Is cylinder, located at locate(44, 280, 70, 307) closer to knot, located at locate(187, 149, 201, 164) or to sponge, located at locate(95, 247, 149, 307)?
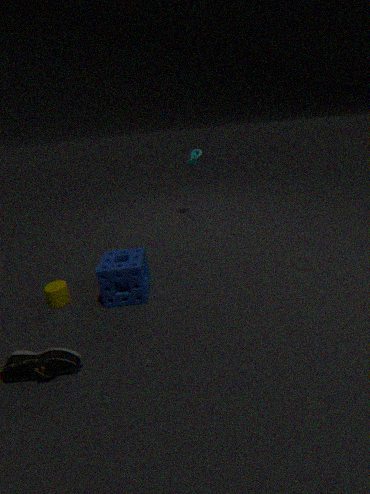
sponge, located at locate(95, 247, 149, 307)
